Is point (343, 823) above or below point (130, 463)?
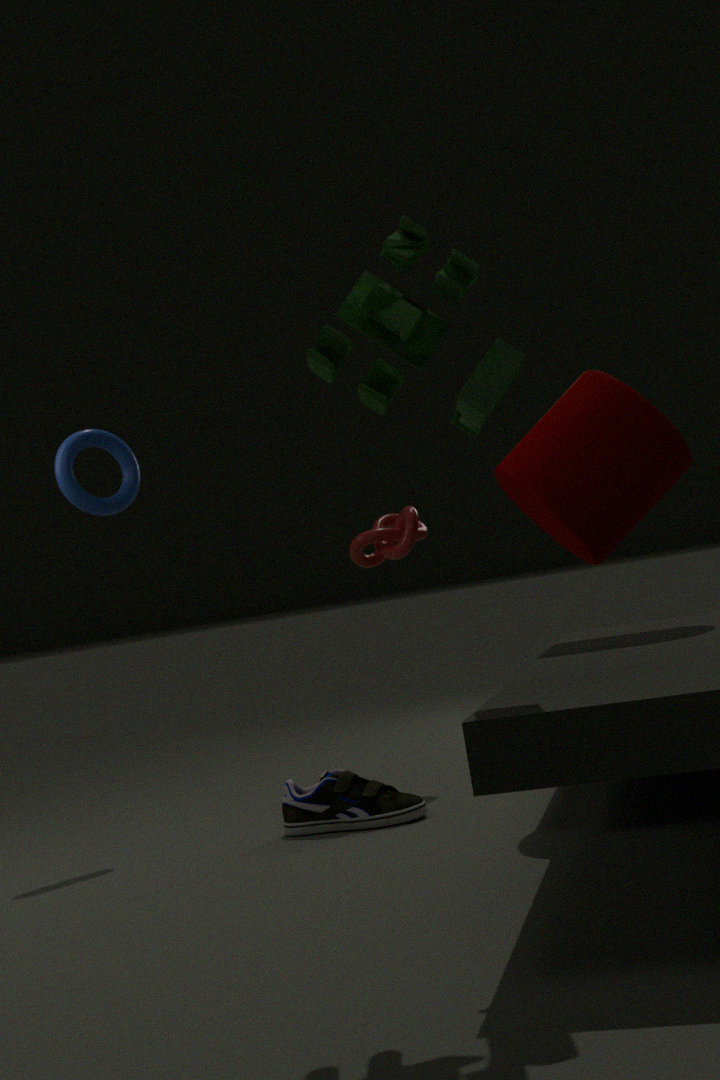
below
